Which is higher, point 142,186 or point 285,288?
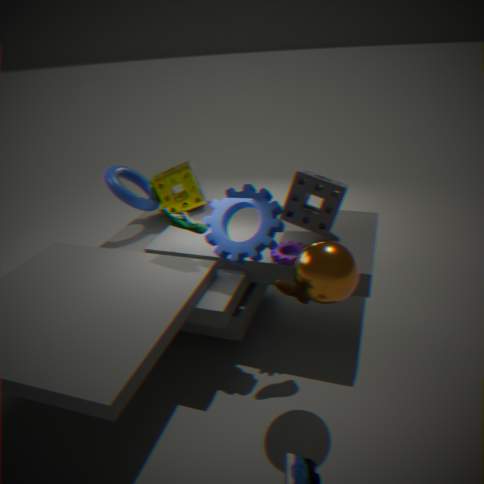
point 142,186
